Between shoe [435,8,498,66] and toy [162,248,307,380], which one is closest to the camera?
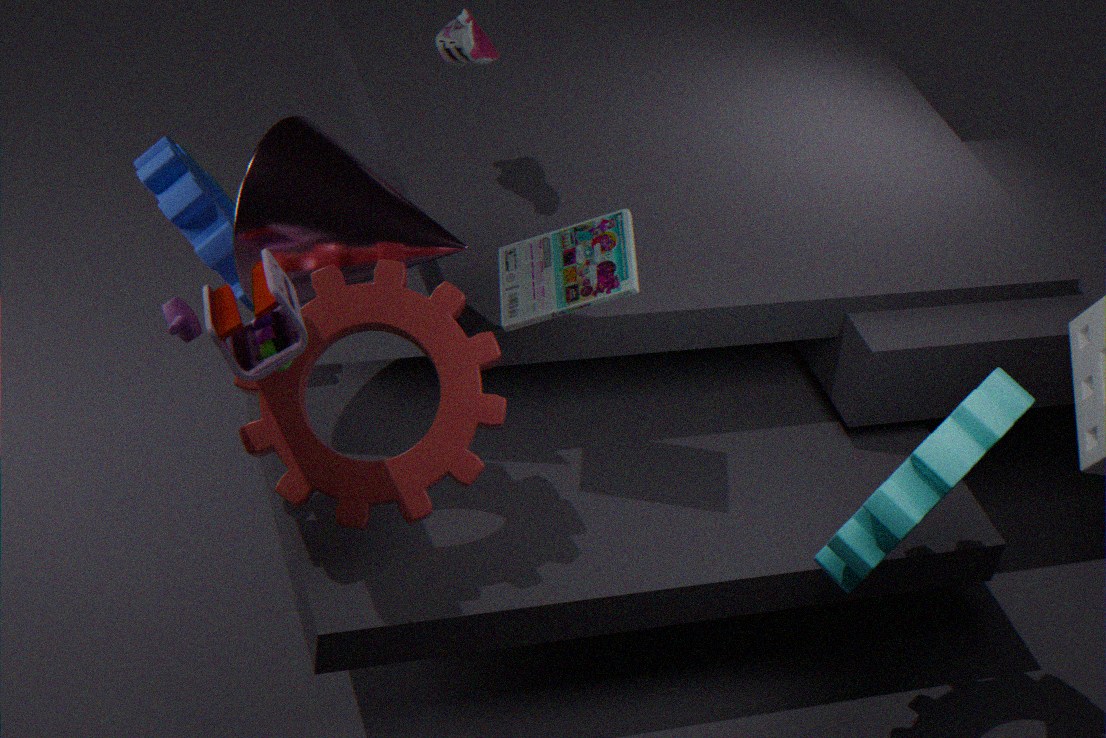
toy [162,248,307,380]
